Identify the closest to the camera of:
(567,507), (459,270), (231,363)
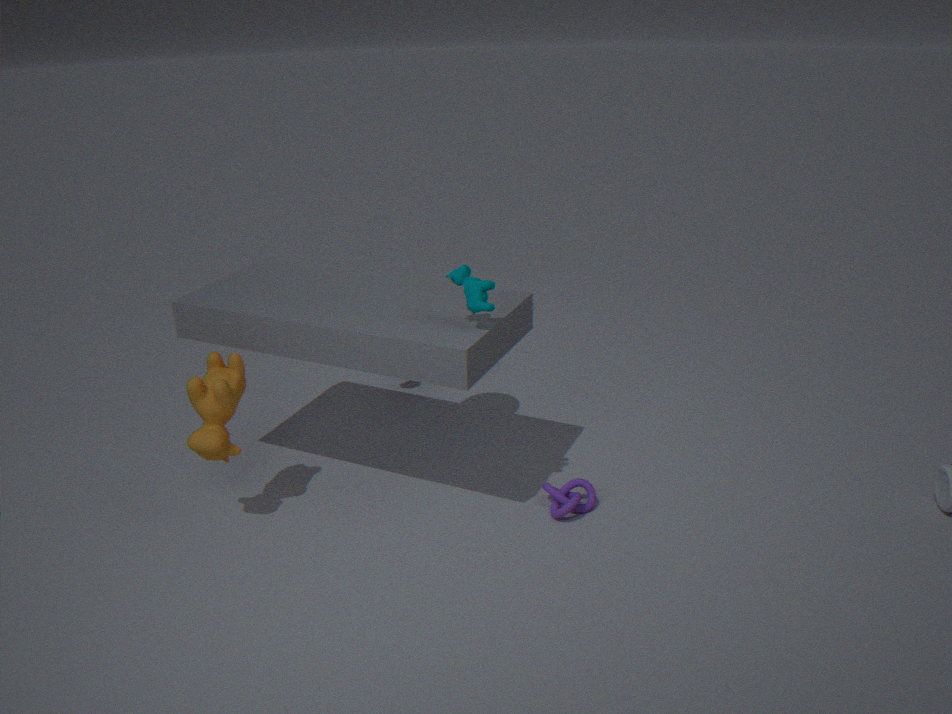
(459,270)
